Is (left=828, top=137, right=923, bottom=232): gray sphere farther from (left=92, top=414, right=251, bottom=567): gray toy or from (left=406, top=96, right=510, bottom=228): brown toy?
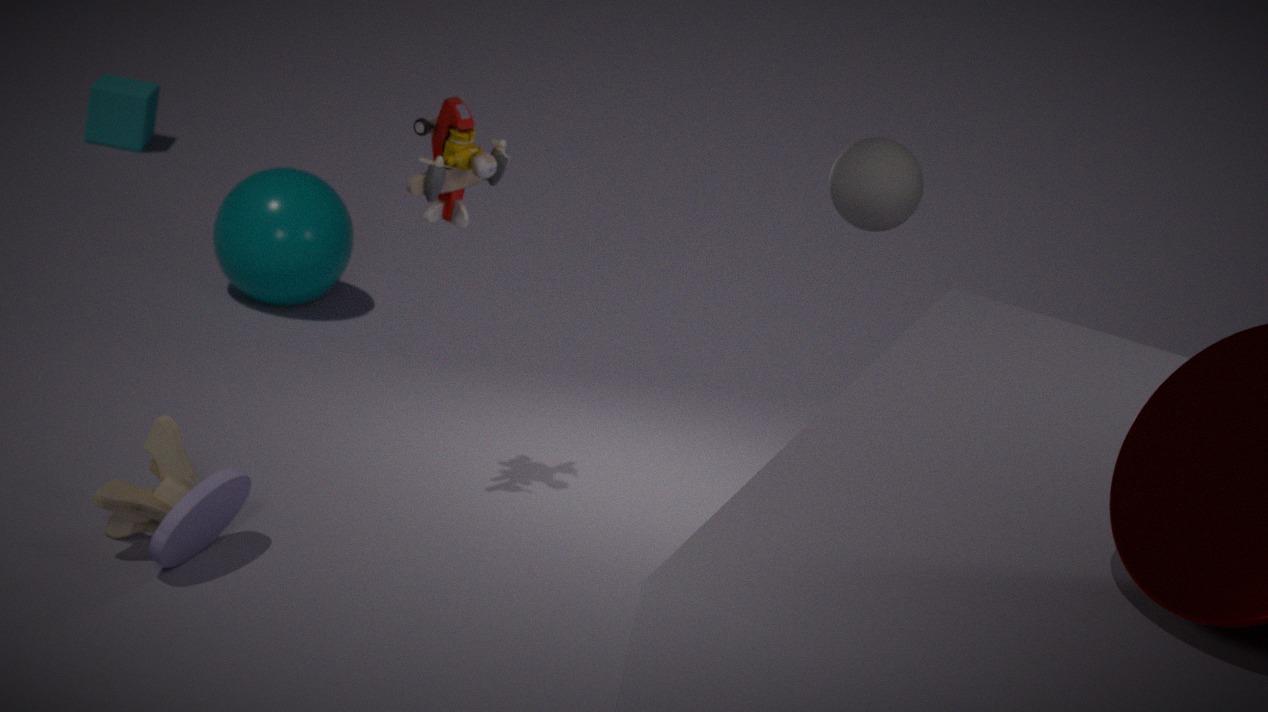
(left=92, top=414, right=251, bottom=567): gray toy
